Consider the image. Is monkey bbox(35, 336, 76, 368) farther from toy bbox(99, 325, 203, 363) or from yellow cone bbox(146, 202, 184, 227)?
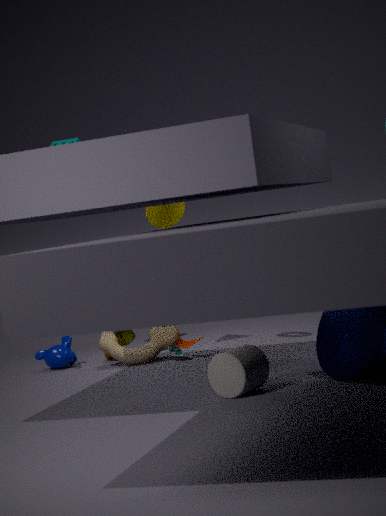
yellow cone bbox(146, 202, 184, 227)
